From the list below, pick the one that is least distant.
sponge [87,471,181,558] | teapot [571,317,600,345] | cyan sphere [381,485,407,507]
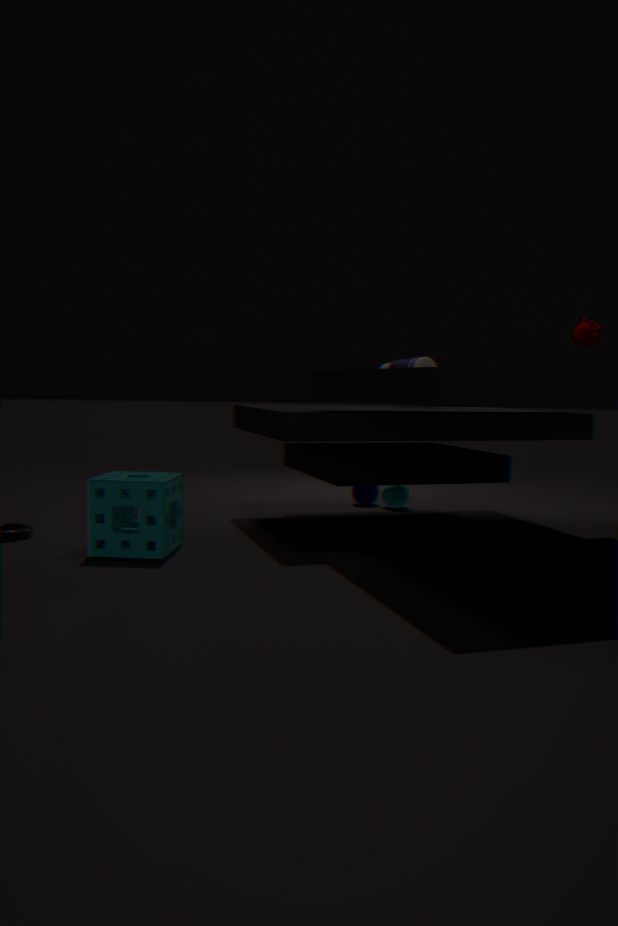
sponge [87,471,181,558]
